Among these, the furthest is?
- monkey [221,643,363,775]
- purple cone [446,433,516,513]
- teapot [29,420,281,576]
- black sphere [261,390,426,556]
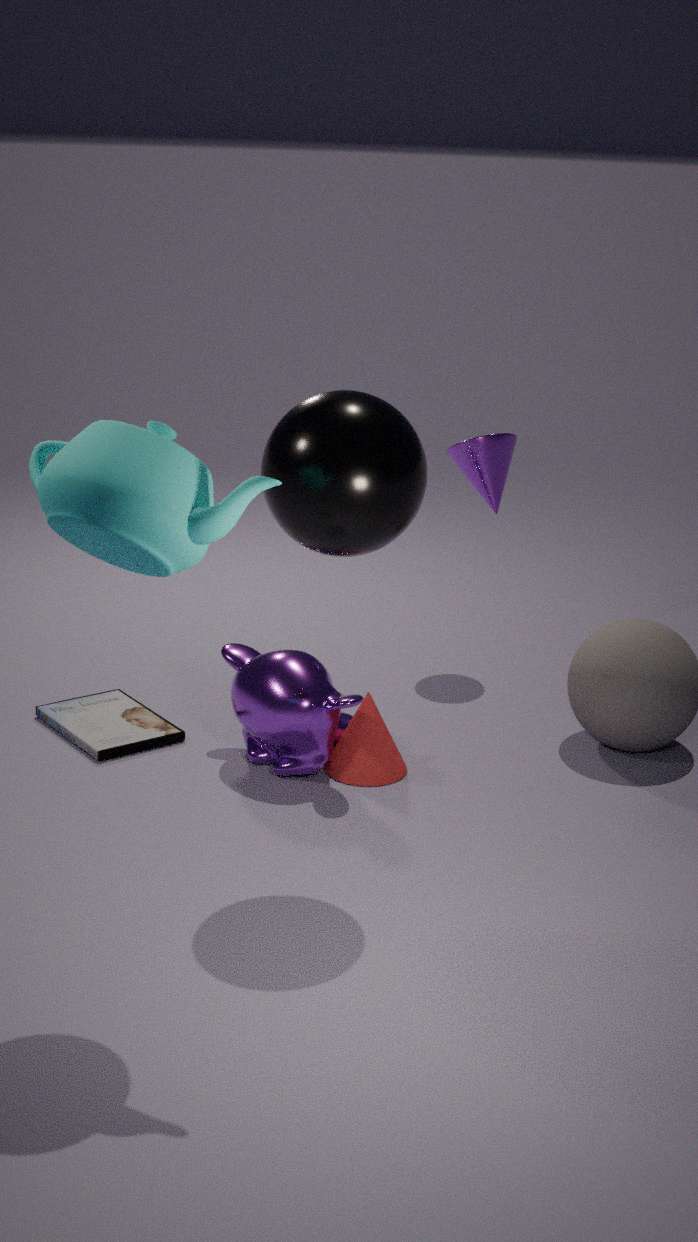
purple cone [446,433,516,513]
